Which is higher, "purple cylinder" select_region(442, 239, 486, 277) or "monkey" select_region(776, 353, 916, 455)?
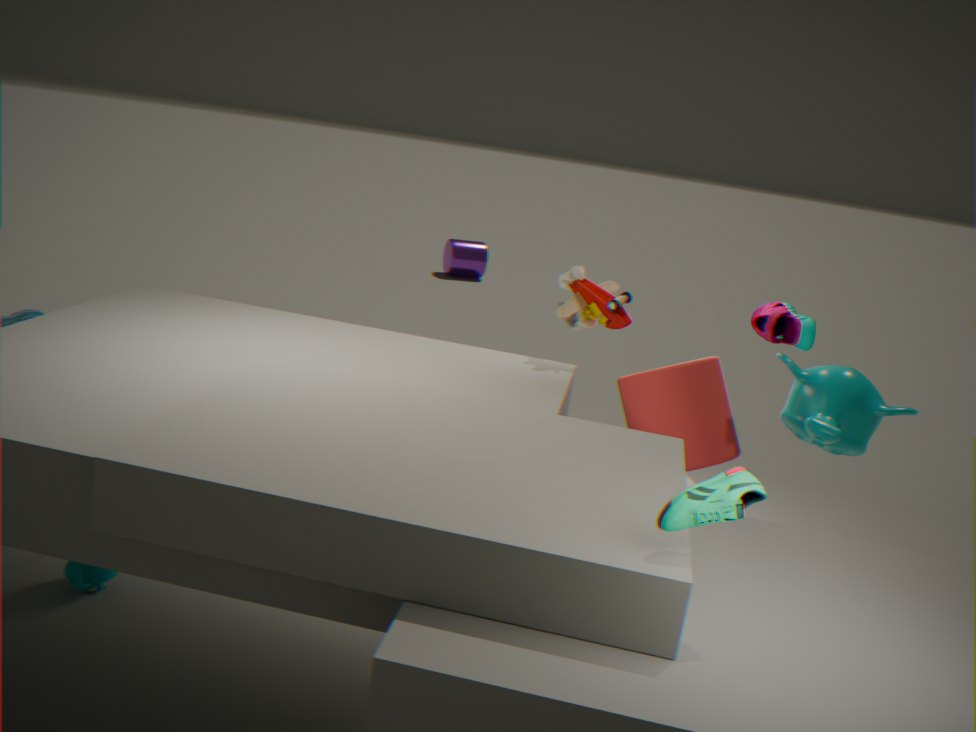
"monkey" select_region(776, 353, 916, 455)
